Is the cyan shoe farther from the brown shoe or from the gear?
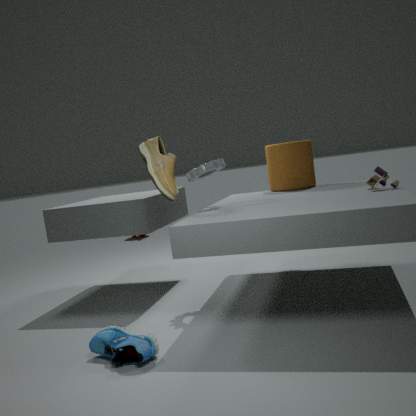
the gear
